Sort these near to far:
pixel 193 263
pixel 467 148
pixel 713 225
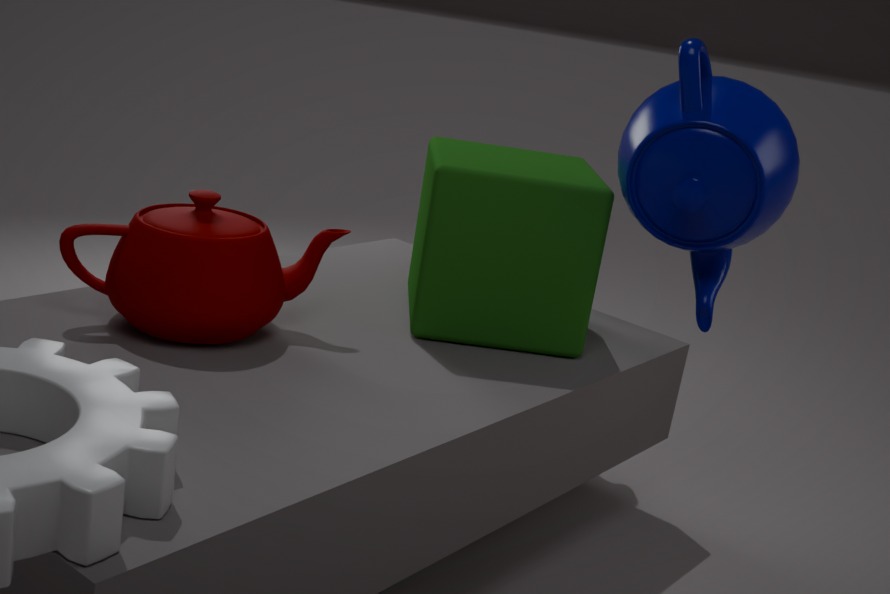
1. pixel 193 263
2. pixel 713 225
3. pixel 467 148
